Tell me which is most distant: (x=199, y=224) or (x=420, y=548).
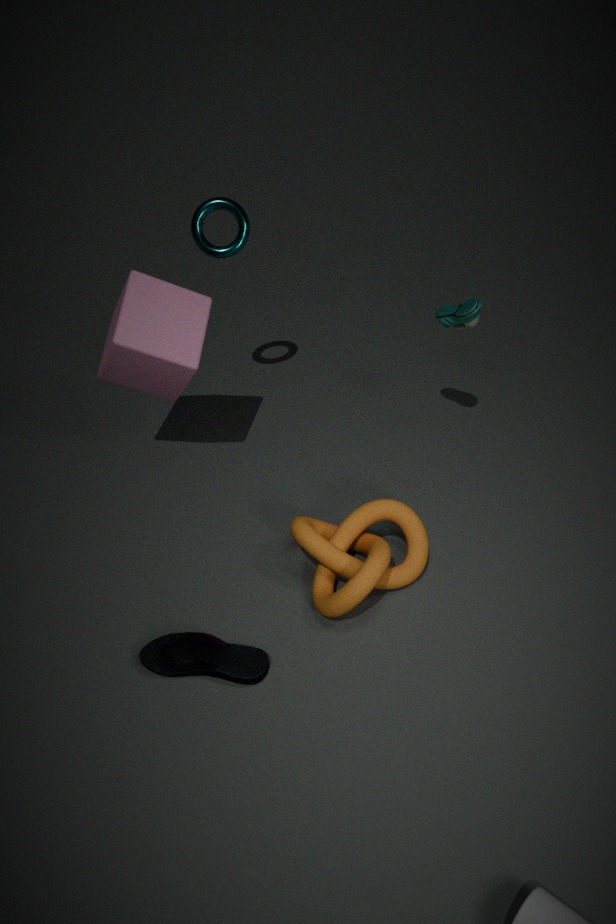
(x=199, y=224)
